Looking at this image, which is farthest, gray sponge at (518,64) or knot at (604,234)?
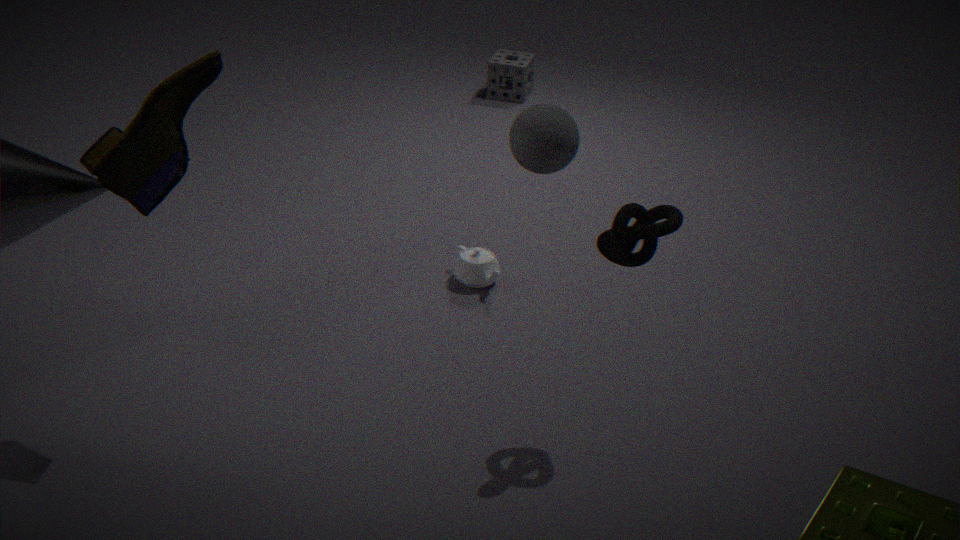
gray sponge at (518,64)
